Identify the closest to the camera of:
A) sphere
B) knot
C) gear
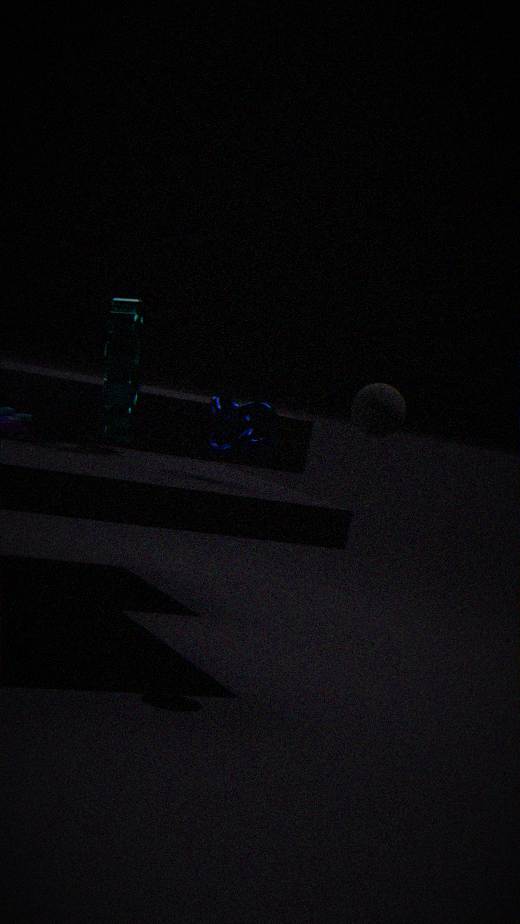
A. sphere
